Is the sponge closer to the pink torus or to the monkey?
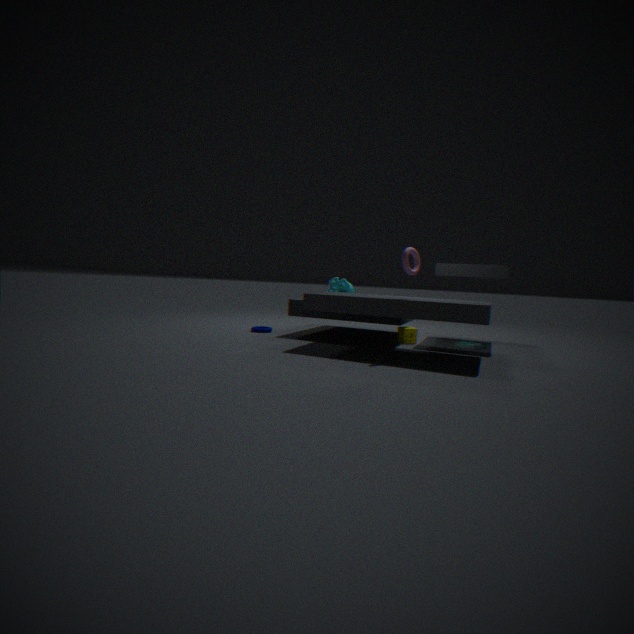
the monkey
